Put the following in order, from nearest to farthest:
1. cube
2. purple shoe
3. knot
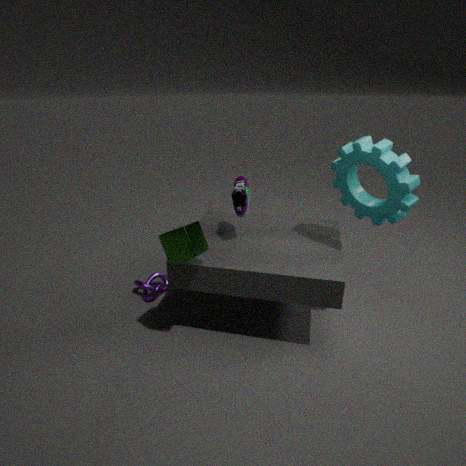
cube, purple shoe, knot
